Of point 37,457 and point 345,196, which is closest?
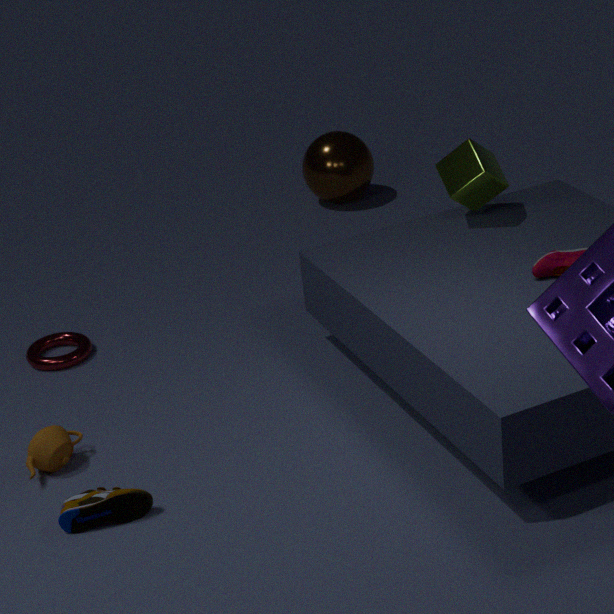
point 37,457
